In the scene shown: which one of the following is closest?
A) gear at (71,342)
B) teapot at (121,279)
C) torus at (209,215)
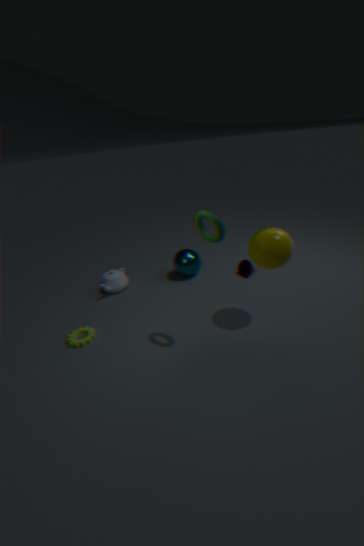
torus at (209,215)
